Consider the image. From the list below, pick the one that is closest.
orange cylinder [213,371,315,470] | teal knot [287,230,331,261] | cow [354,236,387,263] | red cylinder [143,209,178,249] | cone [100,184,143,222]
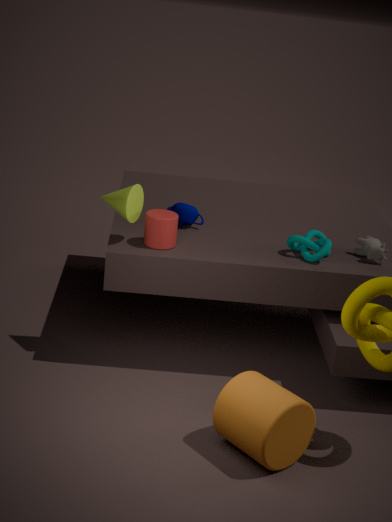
orange cylinder [213,371,315,470]
